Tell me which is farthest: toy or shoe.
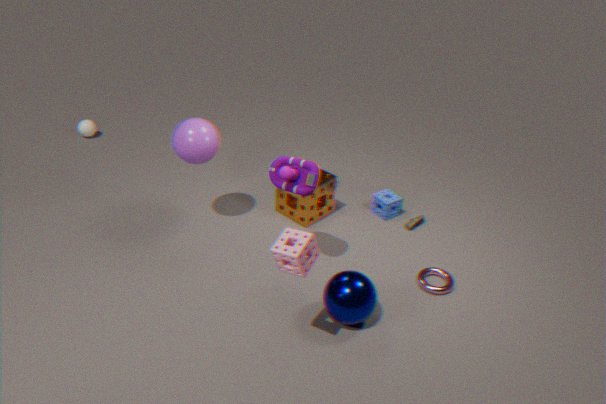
shoe
